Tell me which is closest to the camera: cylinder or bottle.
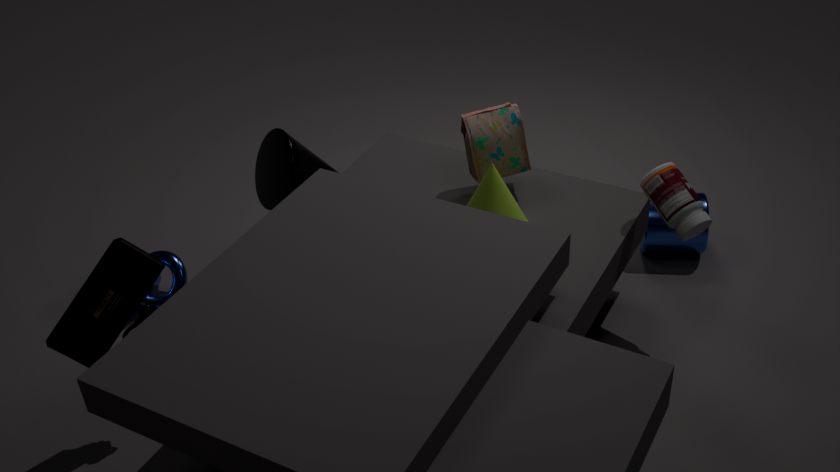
bottle
